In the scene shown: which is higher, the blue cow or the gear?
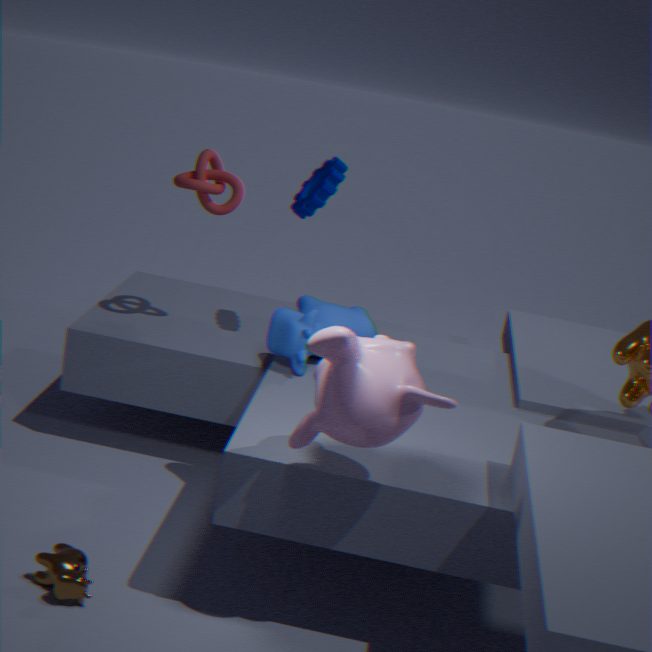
the gear
